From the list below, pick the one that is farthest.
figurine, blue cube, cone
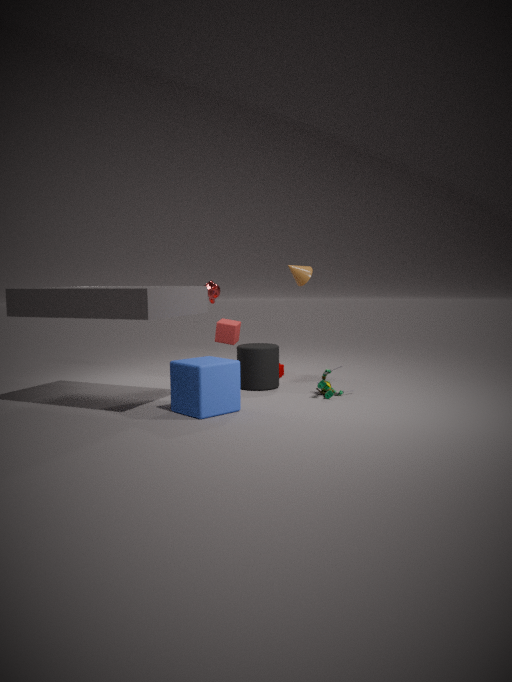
cone
